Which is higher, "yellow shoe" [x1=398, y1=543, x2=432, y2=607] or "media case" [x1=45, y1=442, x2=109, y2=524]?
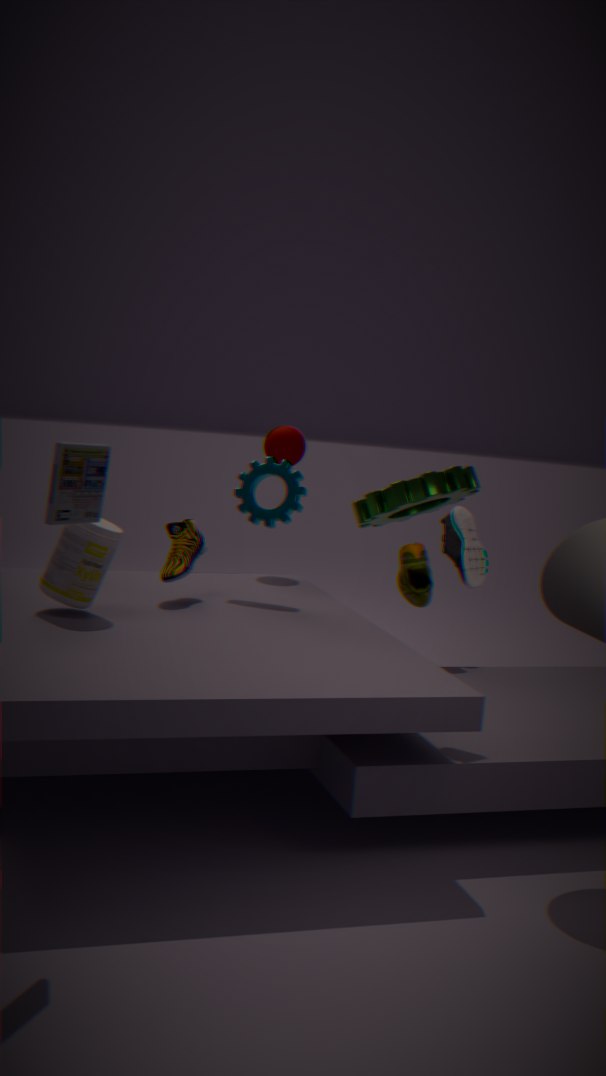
"media case" [x1=45, y1=442, x2=109, y2=524]
